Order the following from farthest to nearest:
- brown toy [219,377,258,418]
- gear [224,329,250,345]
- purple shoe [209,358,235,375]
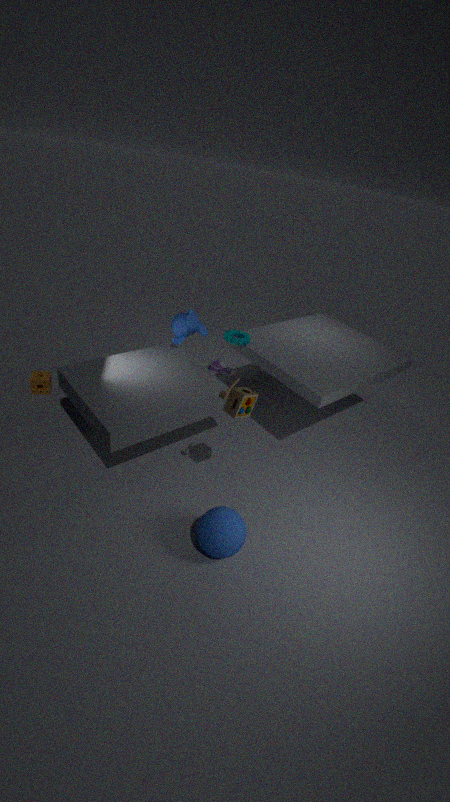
purple shoe [209,358,235,375] < gear [224,329,250,345] < brown toy [219,377,258,418]
